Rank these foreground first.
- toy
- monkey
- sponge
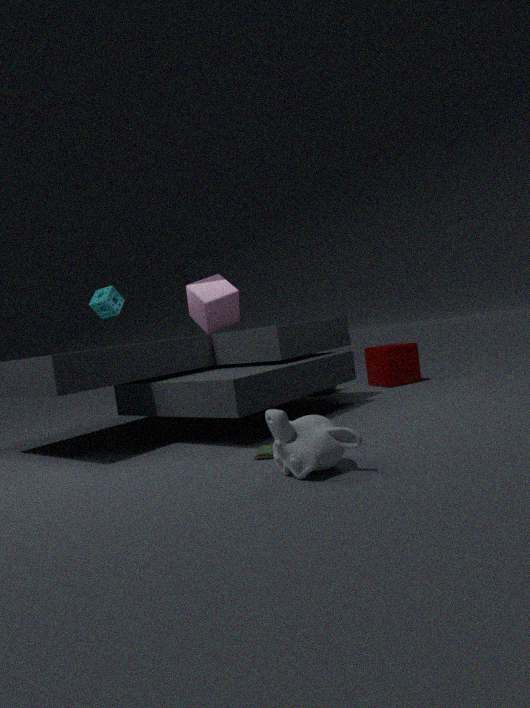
monkey → toy → sponge
